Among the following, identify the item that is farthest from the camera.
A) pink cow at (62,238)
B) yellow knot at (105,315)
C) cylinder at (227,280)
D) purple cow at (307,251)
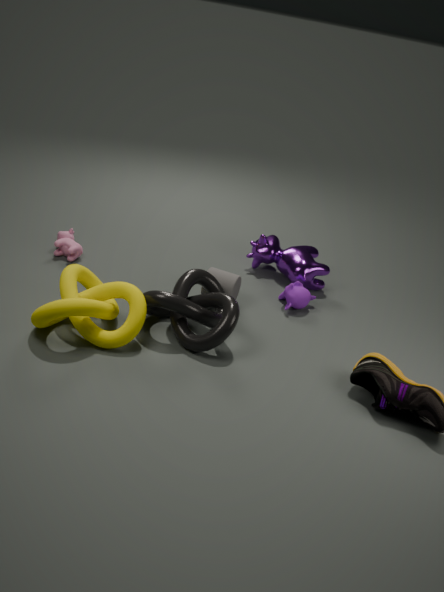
purple cow at (307,251)
